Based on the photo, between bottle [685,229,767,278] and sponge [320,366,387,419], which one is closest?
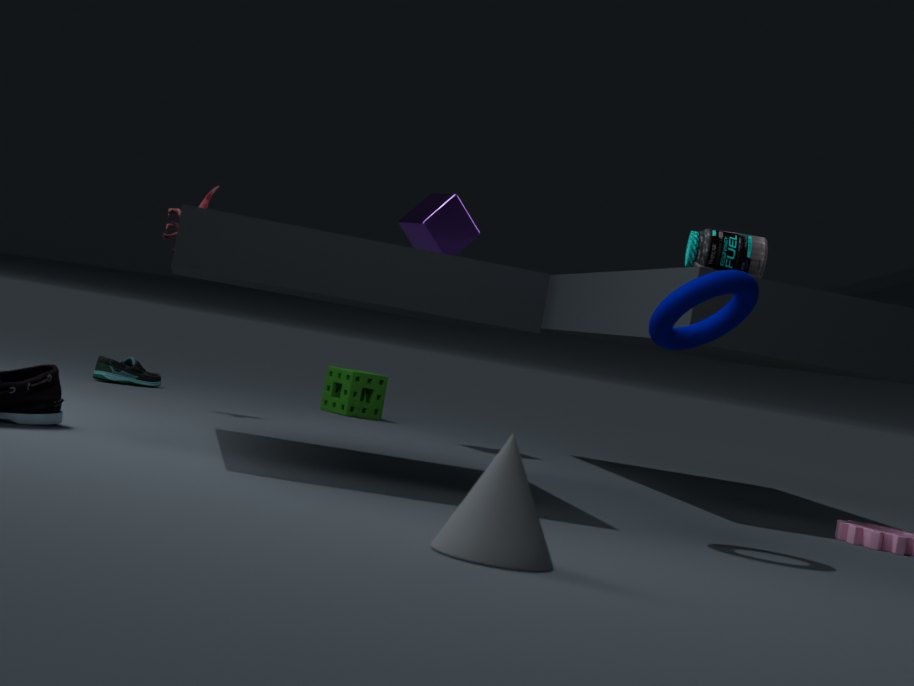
bottle [685,229,767,278]
